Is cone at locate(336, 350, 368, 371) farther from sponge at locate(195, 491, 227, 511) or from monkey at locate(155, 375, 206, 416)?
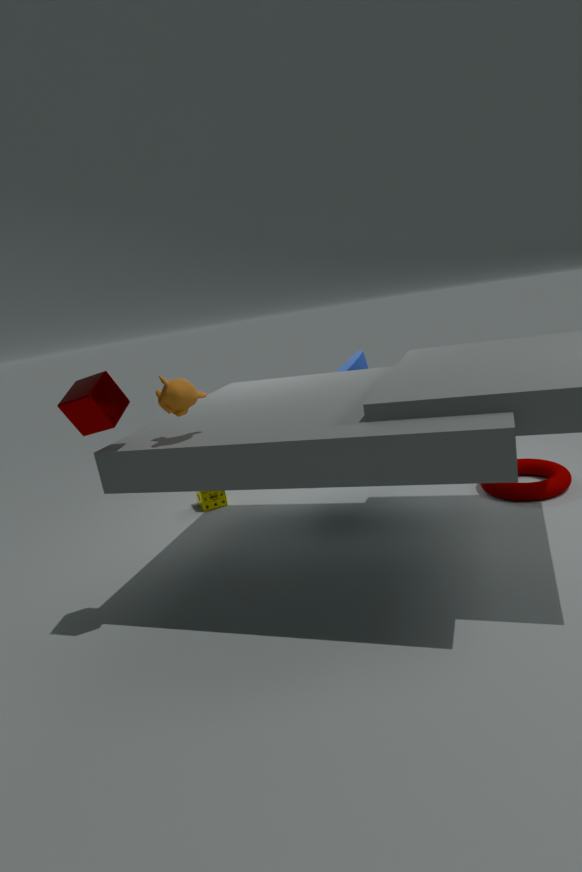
monkey at locate(155, 375, 206, 416)
